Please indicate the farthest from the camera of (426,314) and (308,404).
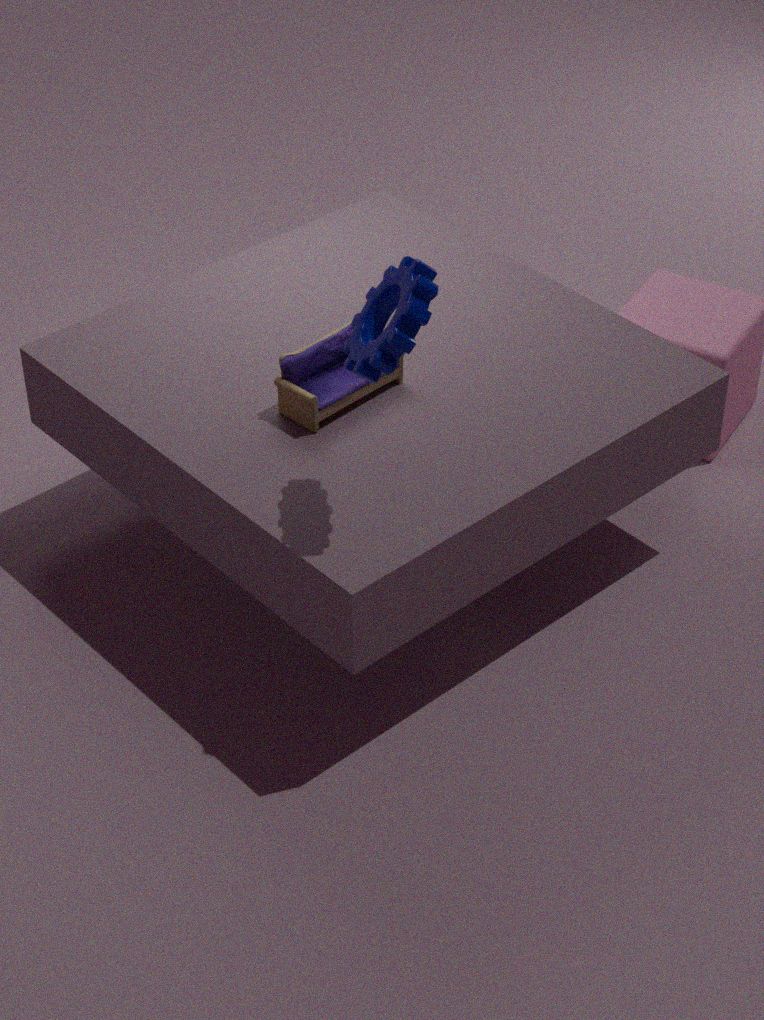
(308,404)
